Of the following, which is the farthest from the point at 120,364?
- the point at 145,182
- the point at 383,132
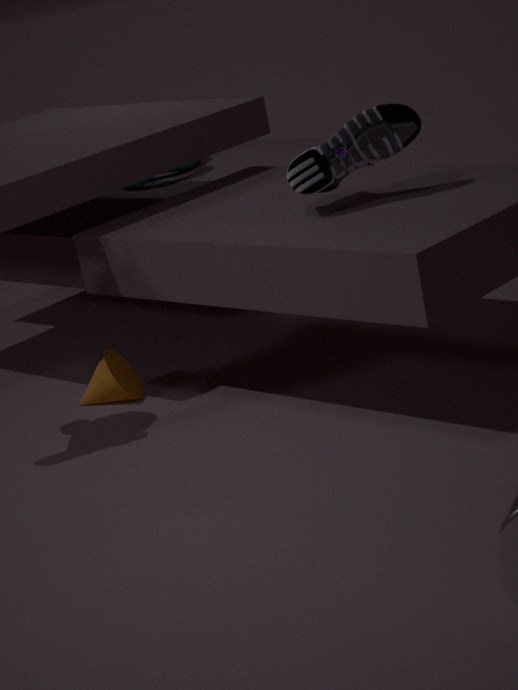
the point at 145,182
